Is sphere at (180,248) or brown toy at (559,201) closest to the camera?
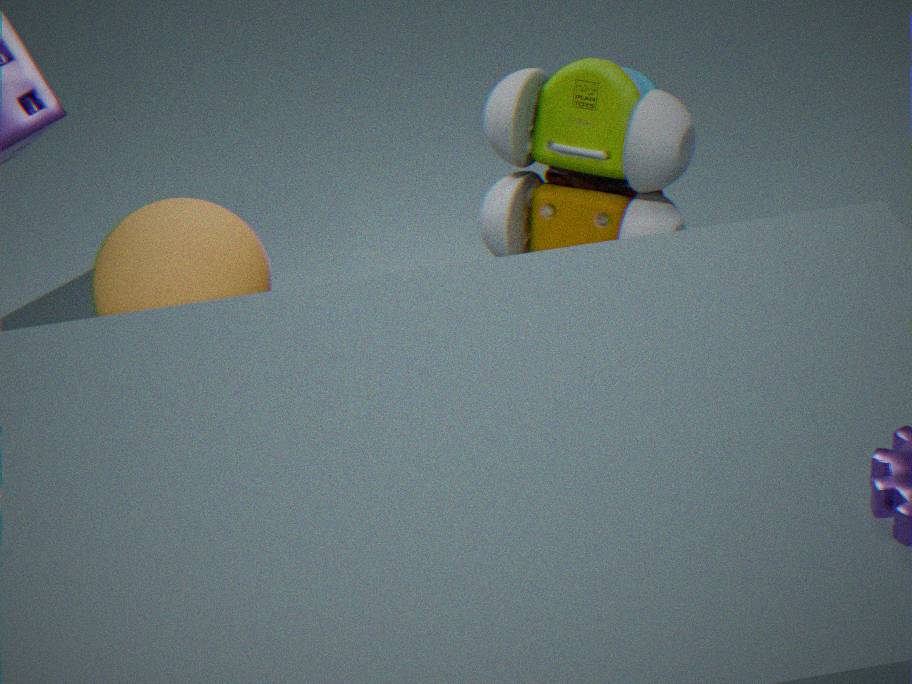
sphere at (180,248)
